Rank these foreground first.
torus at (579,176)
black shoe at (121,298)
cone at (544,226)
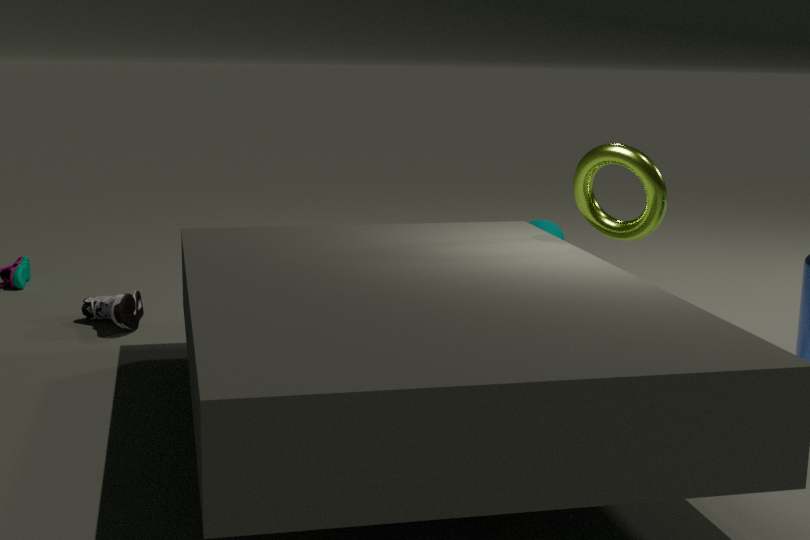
1. torus at (579,176)
2. black shoe at (121,298)
3. cone at (544,226)
